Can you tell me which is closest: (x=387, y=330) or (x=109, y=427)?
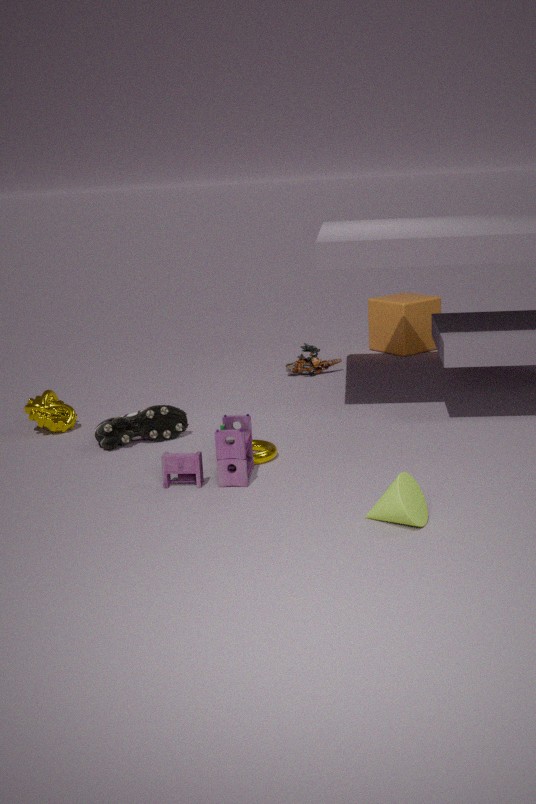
(x=109, y=427)
